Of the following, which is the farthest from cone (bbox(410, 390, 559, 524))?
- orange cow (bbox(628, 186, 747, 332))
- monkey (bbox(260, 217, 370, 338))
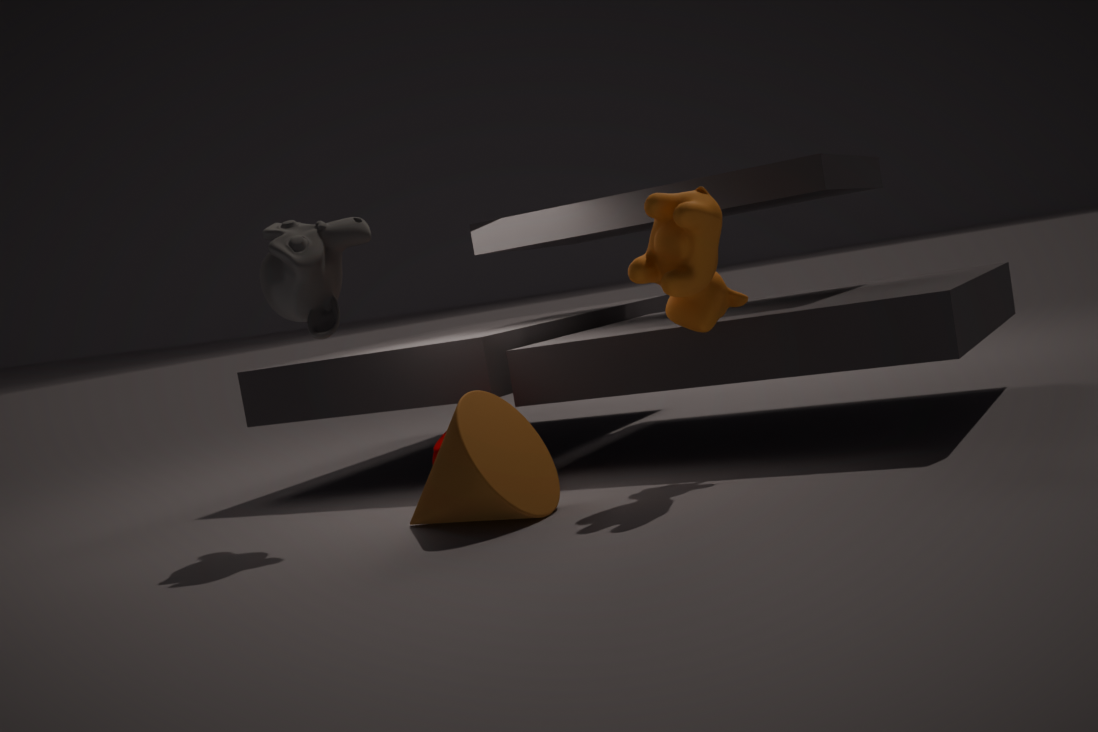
orange cow (bbox(628, 186, 747, 332))
